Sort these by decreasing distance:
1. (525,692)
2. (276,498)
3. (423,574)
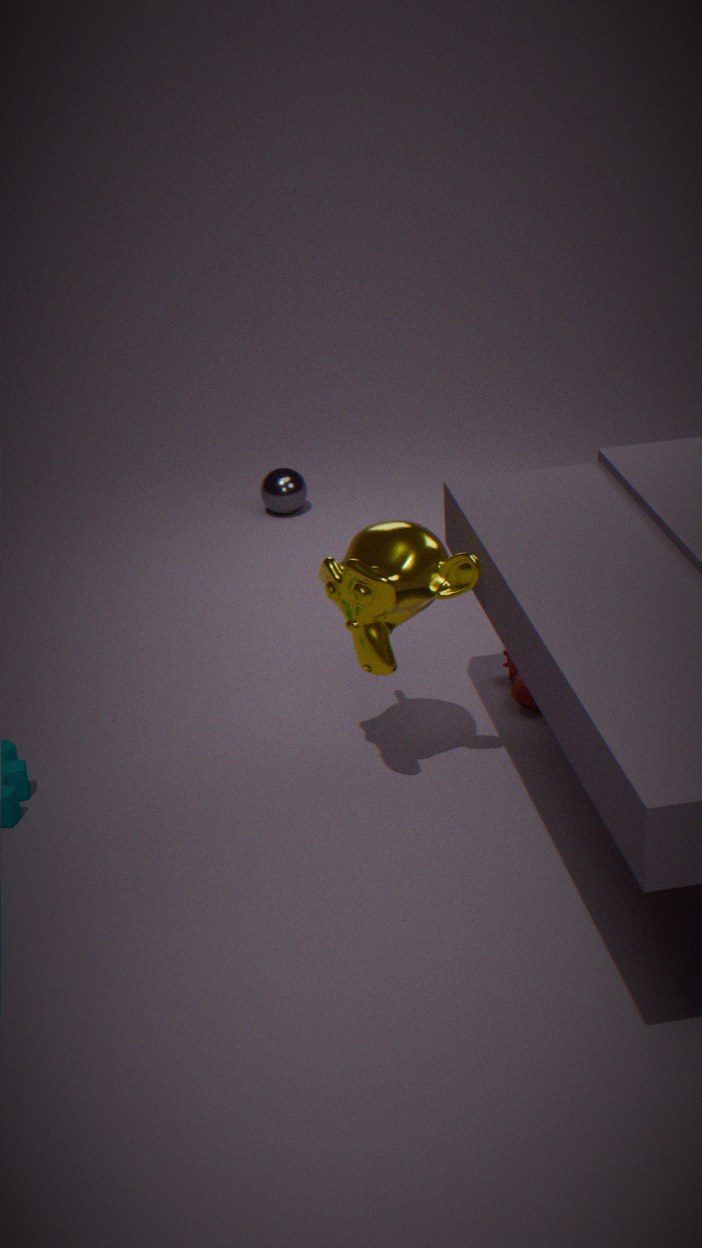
(276,498) → (525,692) → (423,574)
